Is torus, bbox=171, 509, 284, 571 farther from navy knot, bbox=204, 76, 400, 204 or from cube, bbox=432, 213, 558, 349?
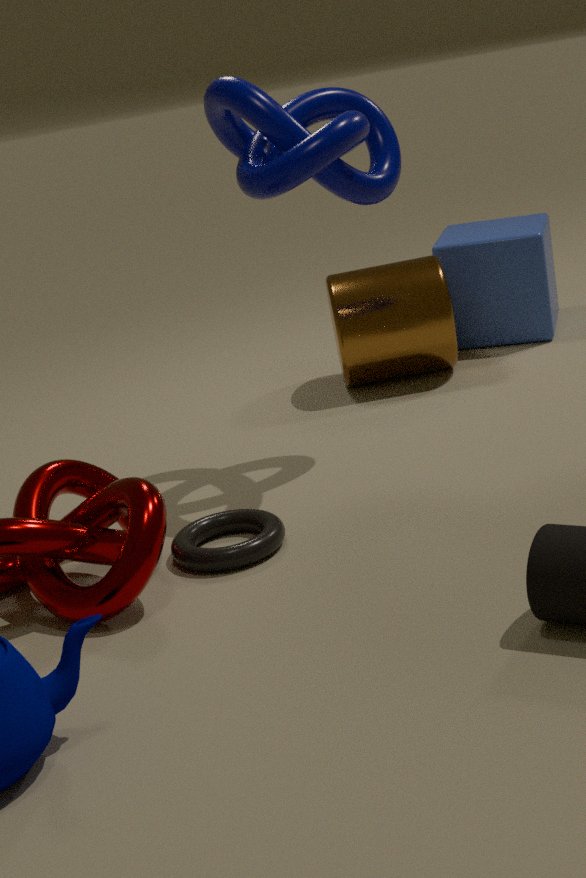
cube, bbox=432, 213, 558, 349
